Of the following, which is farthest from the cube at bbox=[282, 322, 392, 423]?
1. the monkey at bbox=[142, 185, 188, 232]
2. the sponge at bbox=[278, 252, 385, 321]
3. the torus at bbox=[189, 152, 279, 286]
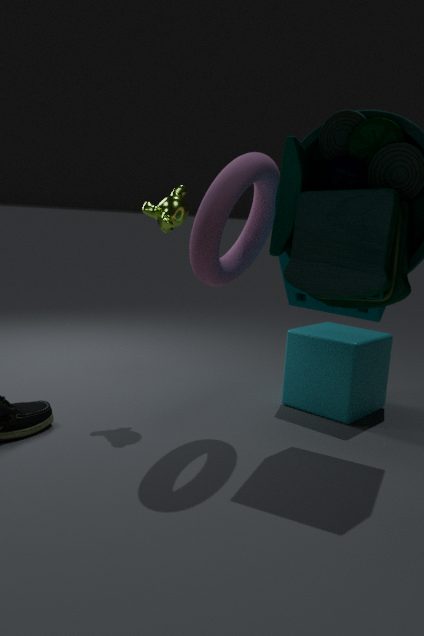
the monkey at bbox=[142, 185, 188, 232]
